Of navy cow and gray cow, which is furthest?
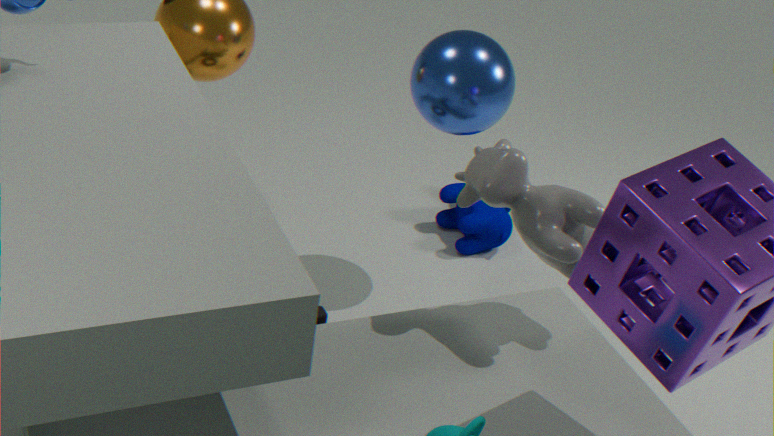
navy cow
